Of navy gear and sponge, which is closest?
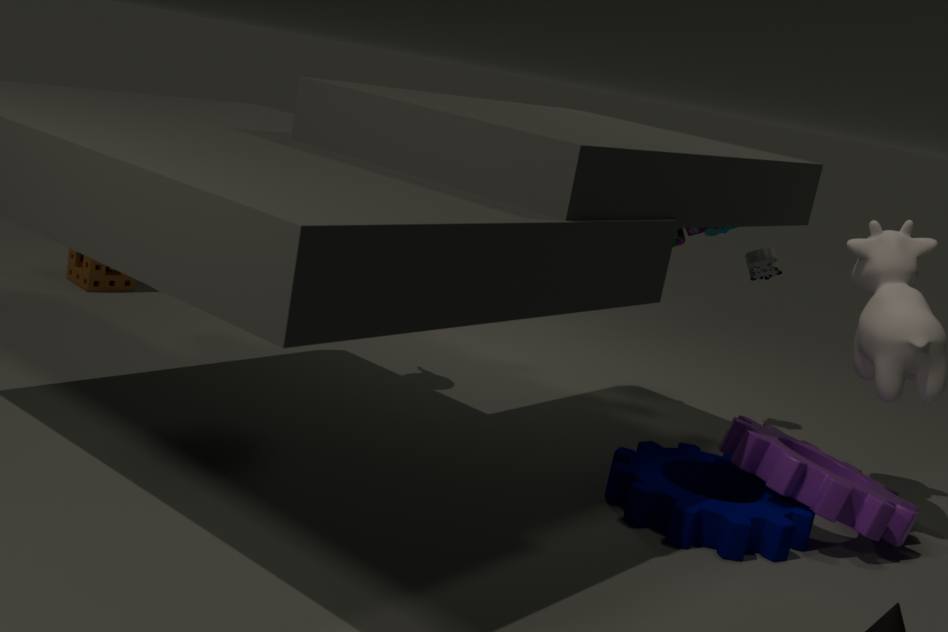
navy gear
